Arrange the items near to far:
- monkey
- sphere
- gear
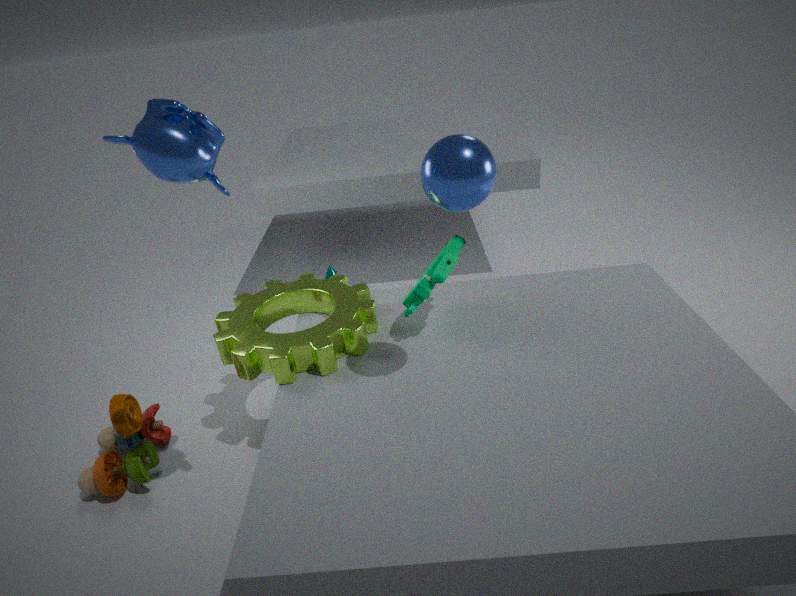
monkey
sphere
gear
